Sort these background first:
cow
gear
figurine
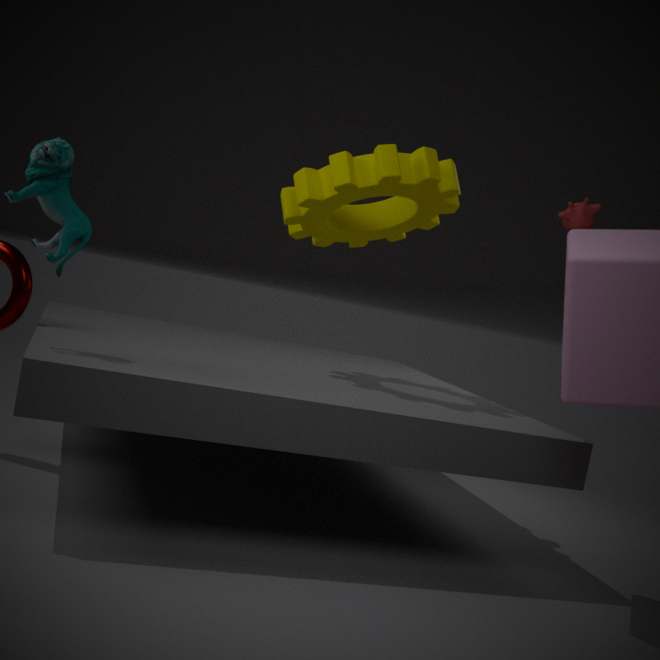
cow → gear → figurine
